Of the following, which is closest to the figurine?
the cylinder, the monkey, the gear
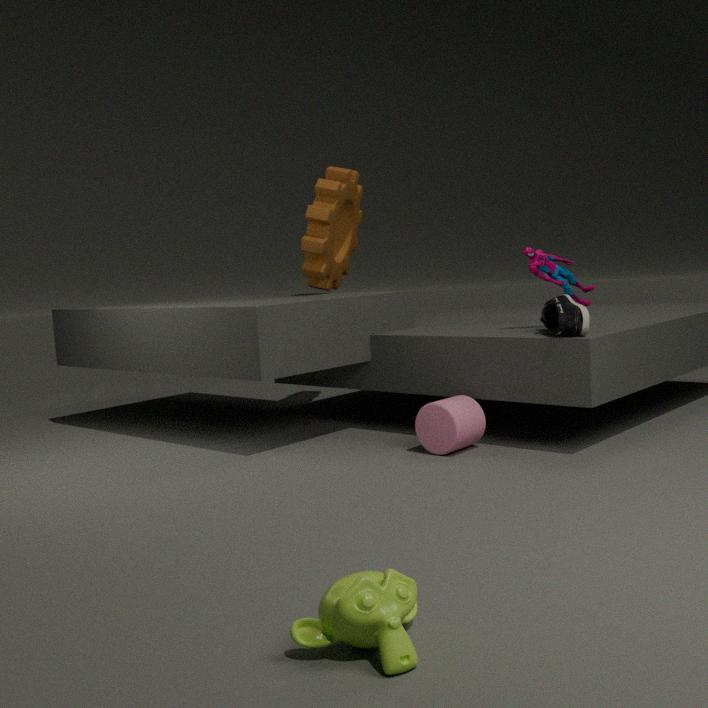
the cylinder
